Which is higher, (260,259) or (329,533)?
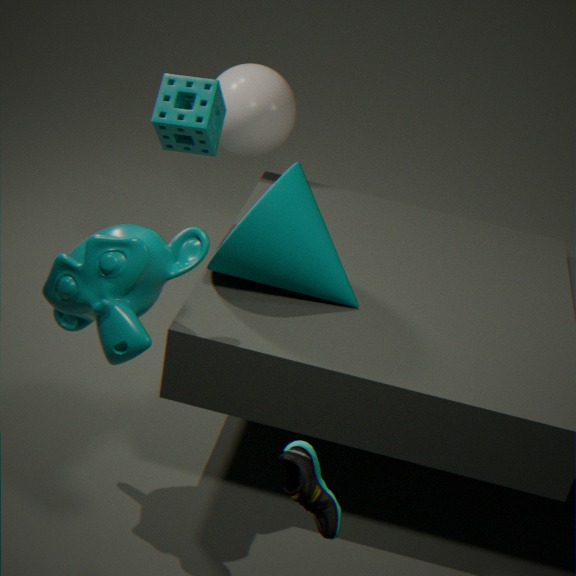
(260,259)
